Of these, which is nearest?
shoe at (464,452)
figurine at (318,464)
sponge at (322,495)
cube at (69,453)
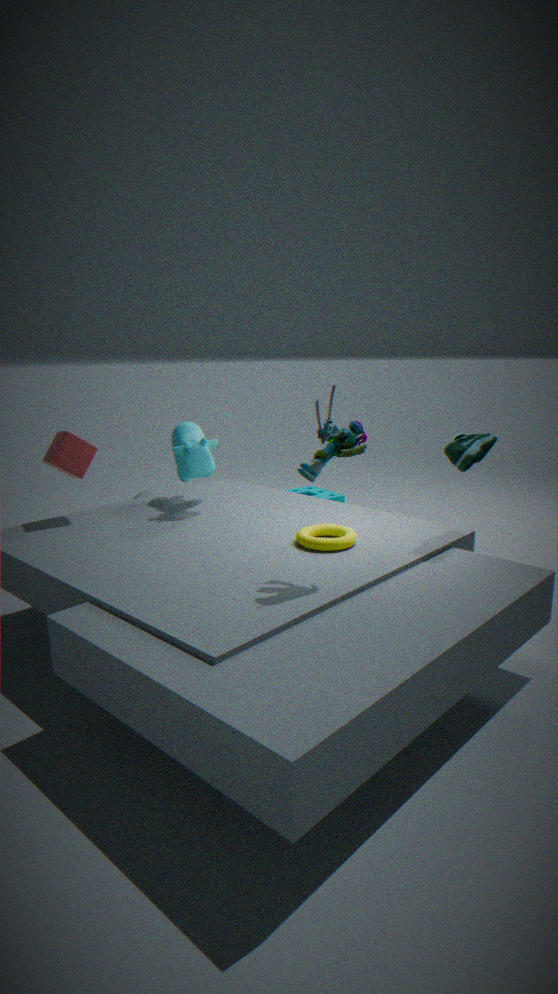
figurine at (318,464)
